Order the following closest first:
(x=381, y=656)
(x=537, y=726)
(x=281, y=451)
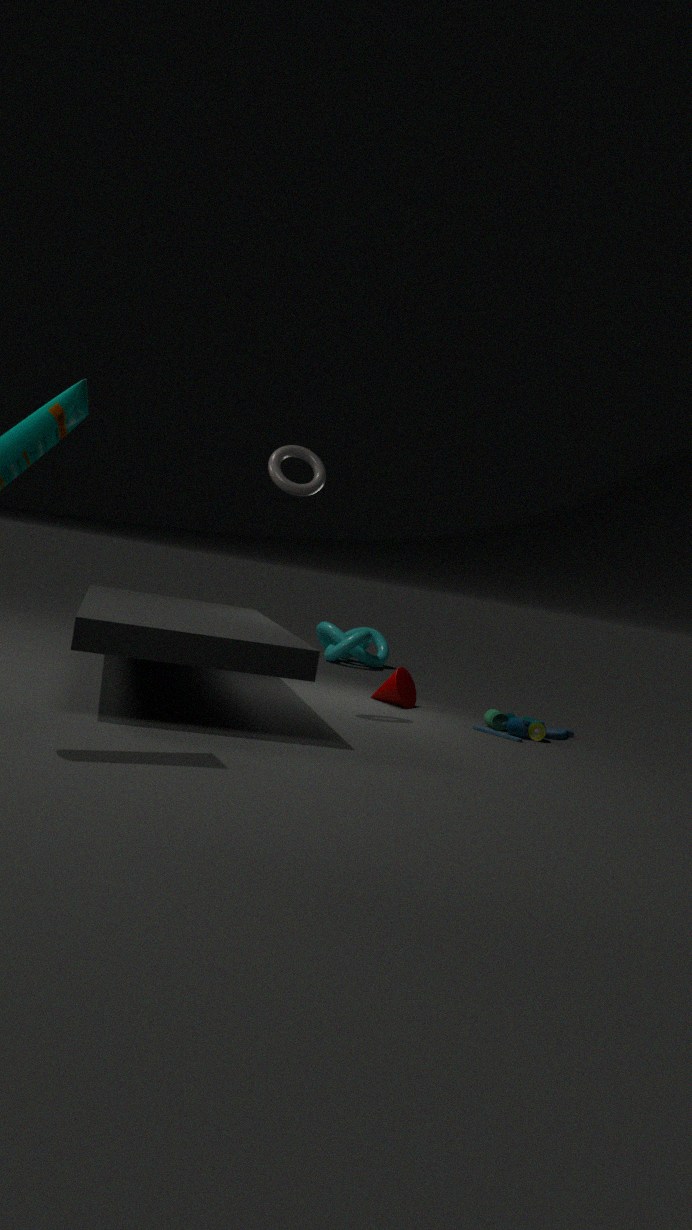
(x=281, y=451), (x=537, y=726), (x=381, y=656)
